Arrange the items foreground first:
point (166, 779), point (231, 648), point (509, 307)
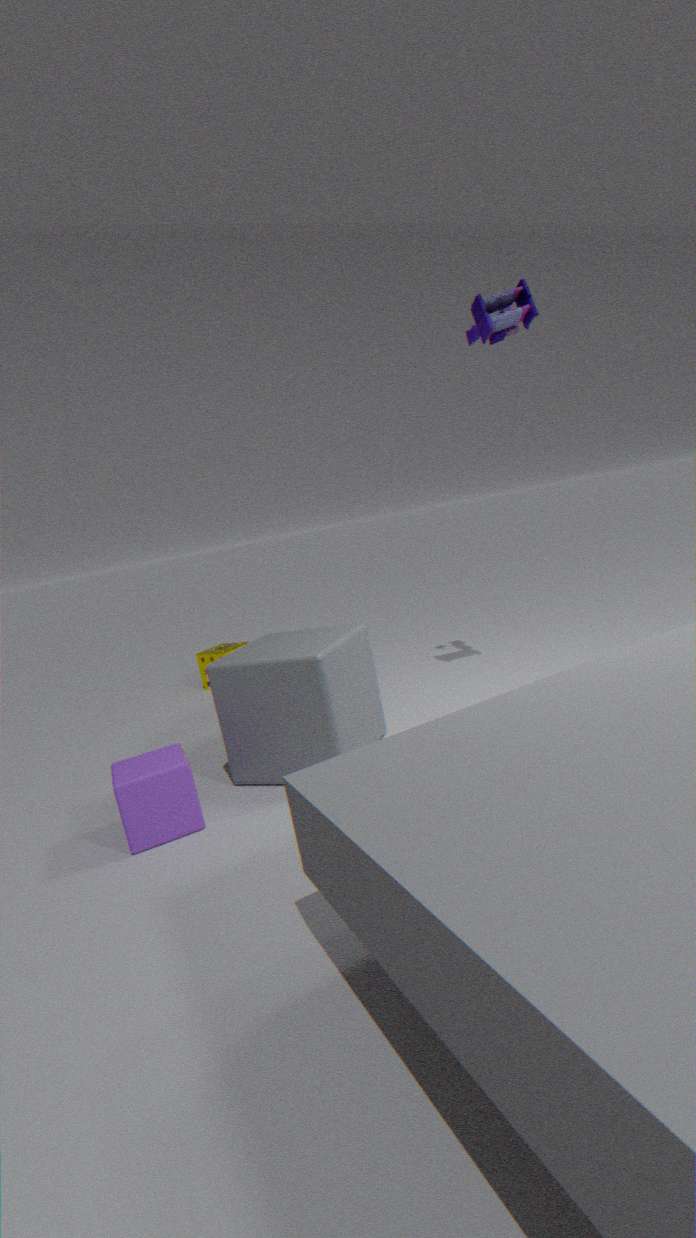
point (166, 779), point (509, 307), point (231, 648)
